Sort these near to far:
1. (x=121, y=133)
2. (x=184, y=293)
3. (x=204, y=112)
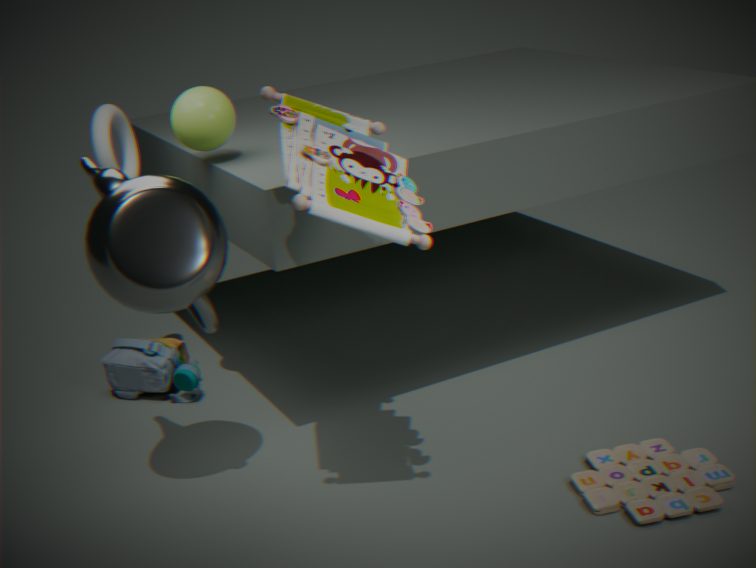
(x=184, y=293)
(x=204, y=112)
(x=121, y=133)
